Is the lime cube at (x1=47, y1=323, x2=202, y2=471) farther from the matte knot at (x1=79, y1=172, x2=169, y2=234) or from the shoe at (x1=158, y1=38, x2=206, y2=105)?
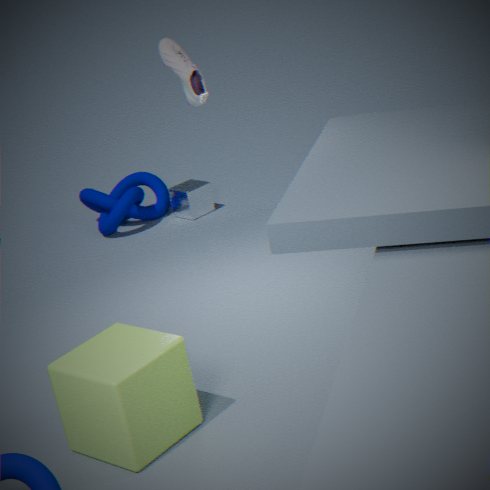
the matte knot at (x1=79, y1=172, x2=169, y2=234)
